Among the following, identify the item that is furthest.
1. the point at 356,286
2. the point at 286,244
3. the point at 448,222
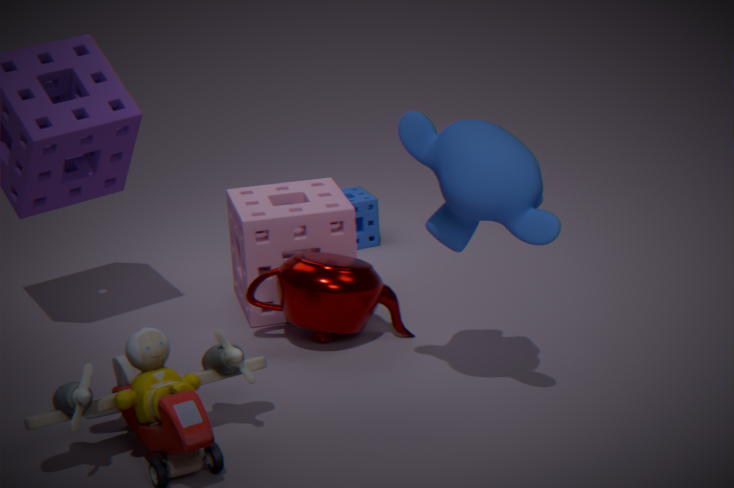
the point at 286,244
